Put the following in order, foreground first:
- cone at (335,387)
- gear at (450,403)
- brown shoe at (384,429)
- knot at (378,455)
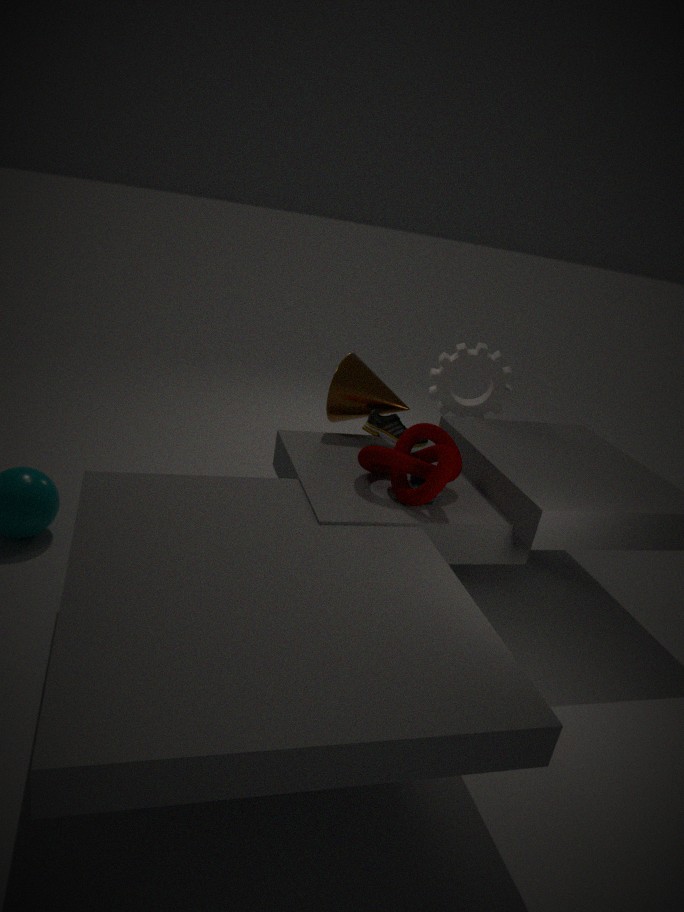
knot at (378,455) → brown shoe at (384,429) → cone at (335,387) → gear at (450,403)
